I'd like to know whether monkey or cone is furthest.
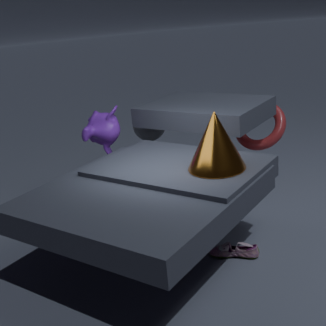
monkey
